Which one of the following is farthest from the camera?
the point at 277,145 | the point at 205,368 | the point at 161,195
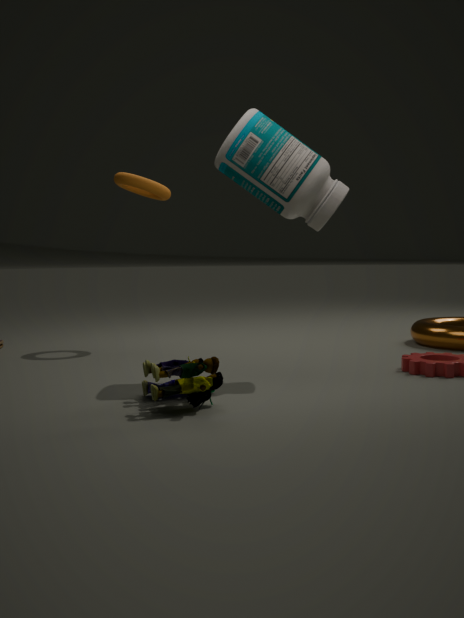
the point at 161,195
